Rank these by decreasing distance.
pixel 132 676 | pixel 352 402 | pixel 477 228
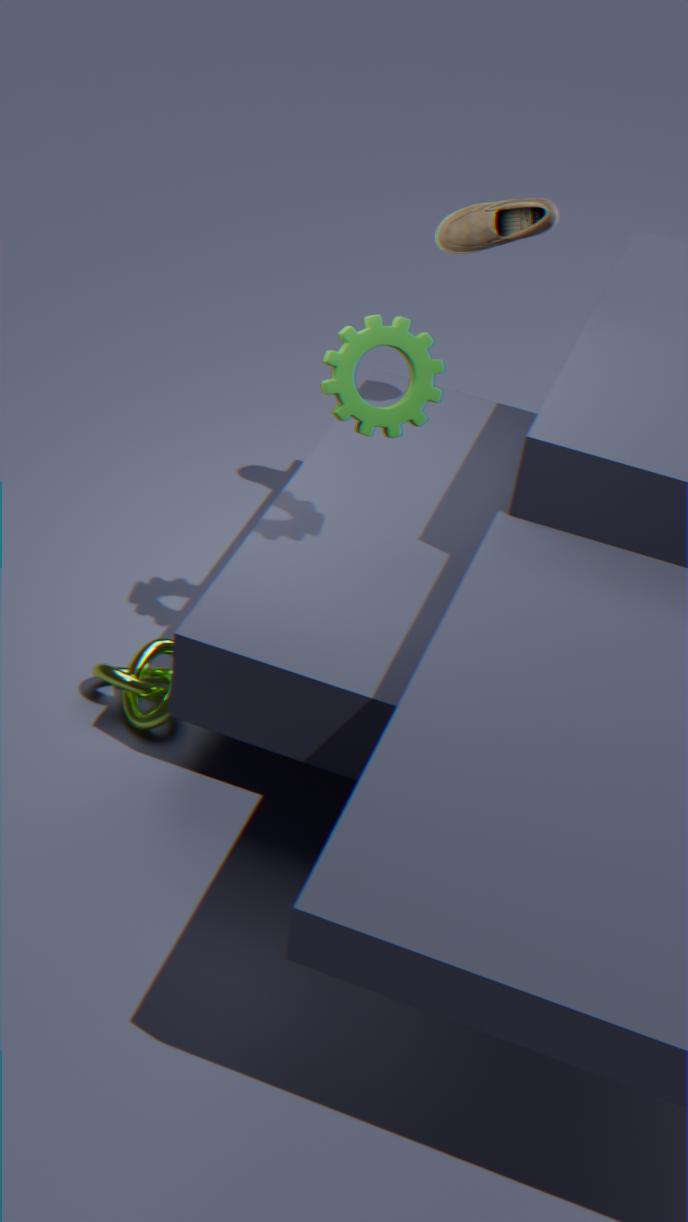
1. pixel 477 228
2. pixel 132 676
3. pixel 352 402
